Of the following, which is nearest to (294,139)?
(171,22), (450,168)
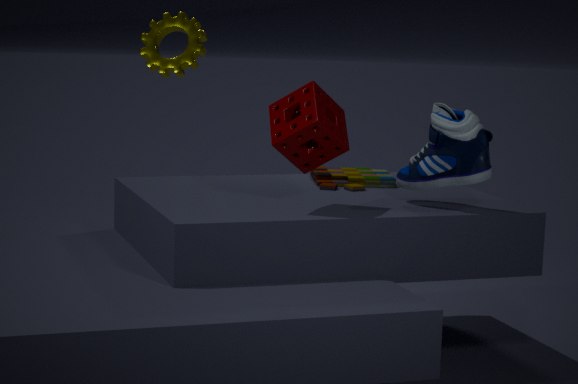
(450,168)
